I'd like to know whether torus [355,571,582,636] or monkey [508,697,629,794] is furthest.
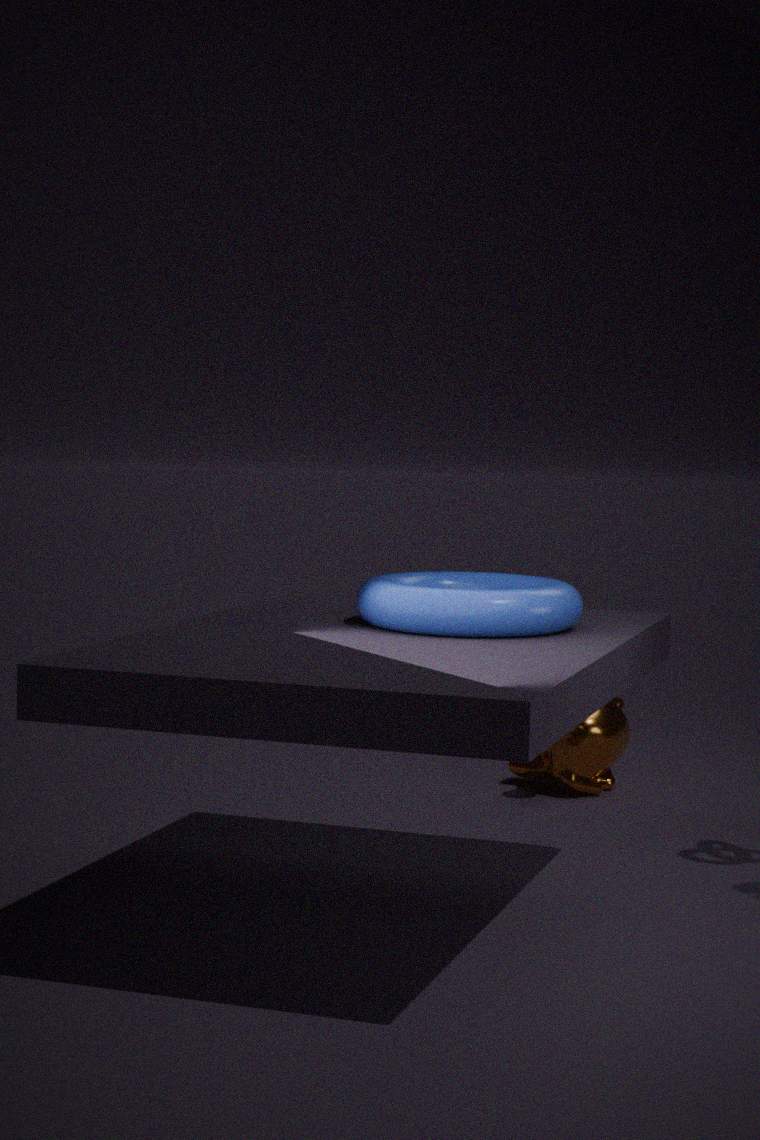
monkey [508,697,629,794]
